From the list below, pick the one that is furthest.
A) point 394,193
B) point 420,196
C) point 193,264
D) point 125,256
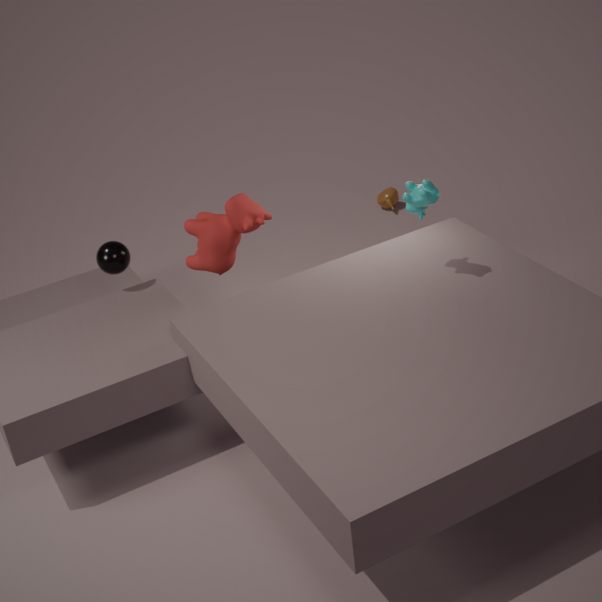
point 394,193
